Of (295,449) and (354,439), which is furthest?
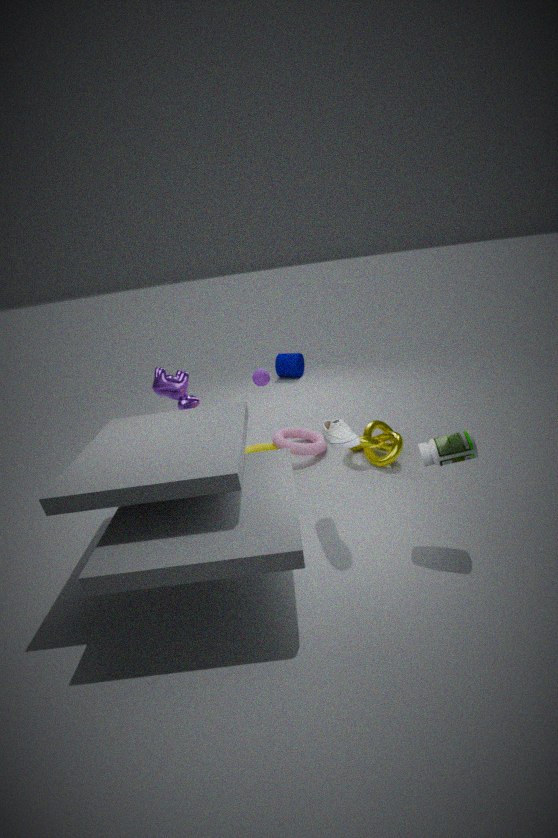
(295,449)
